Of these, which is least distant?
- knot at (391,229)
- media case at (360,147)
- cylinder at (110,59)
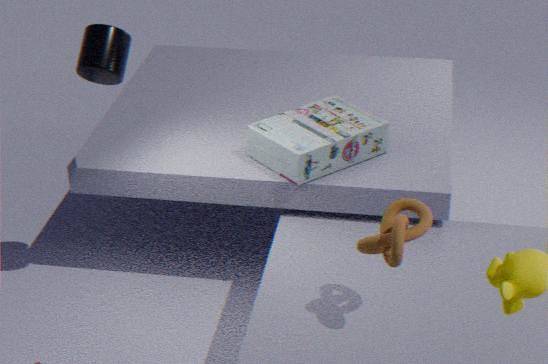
knot at (391,229)
